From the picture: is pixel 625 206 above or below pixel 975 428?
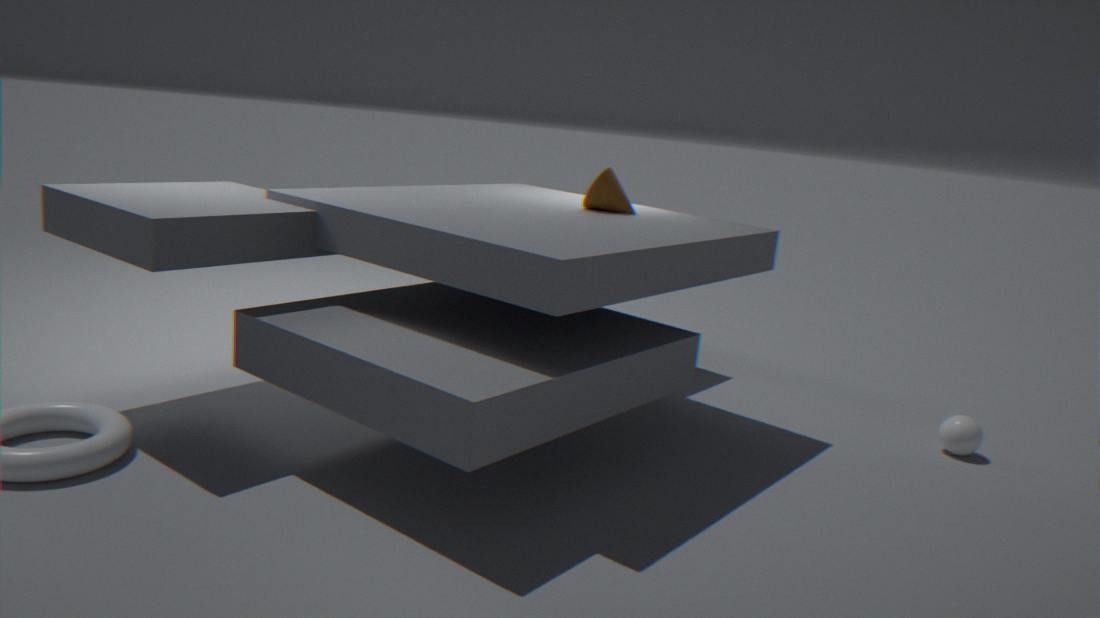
above
